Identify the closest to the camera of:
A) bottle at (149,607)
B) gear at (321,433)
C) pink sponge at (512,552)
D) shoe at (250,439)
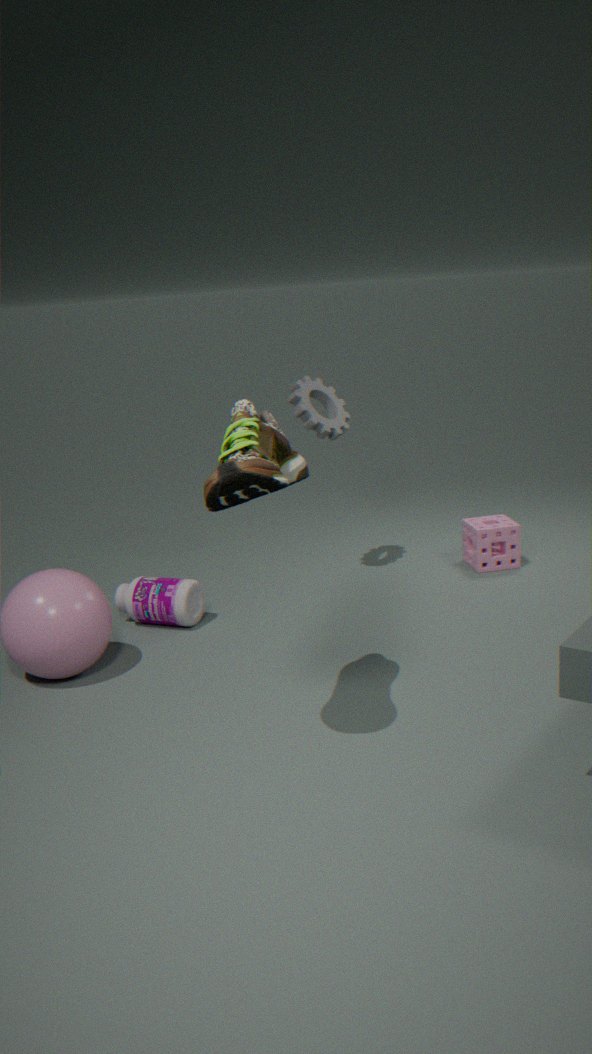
shoe at (250,439)
